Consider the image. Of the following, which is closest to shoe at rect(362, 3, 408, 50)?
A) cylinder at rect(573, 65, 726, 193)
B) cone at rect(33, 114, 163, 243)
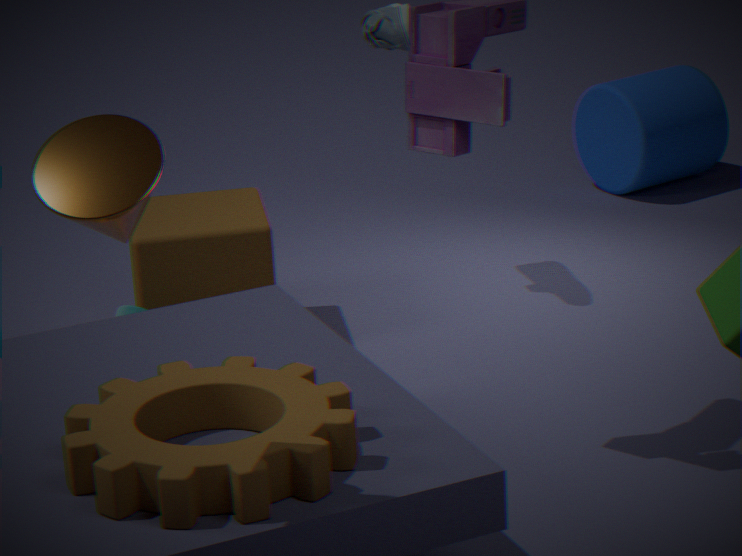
cylinder at rect(573, 65, 726, 193)
